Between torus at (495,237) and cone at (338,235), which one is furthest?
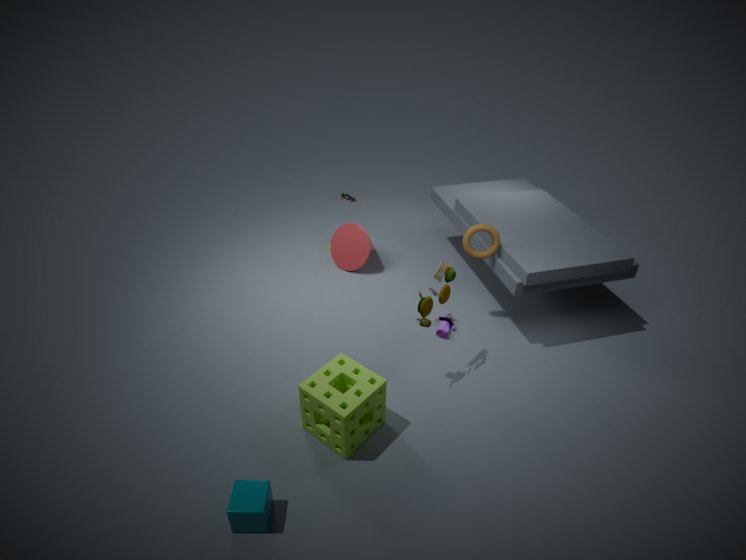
cone at (338,235)
